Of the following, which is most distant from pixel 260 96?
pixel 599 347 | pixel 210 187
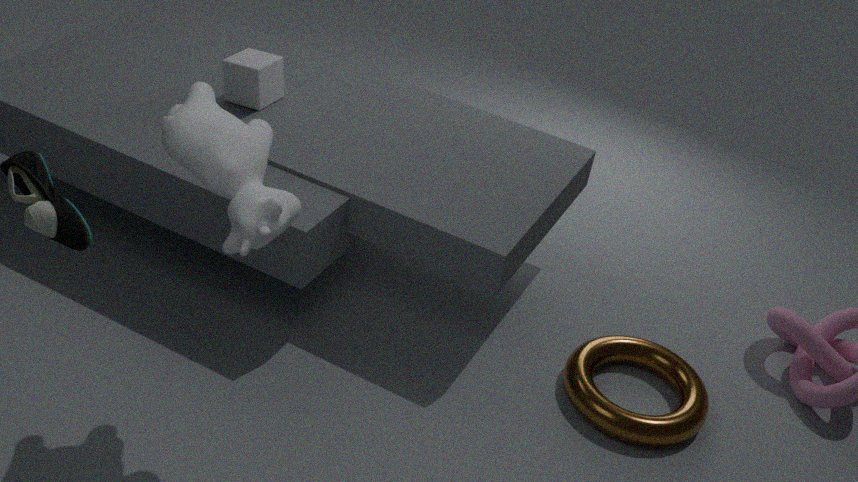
pixel 599 347
